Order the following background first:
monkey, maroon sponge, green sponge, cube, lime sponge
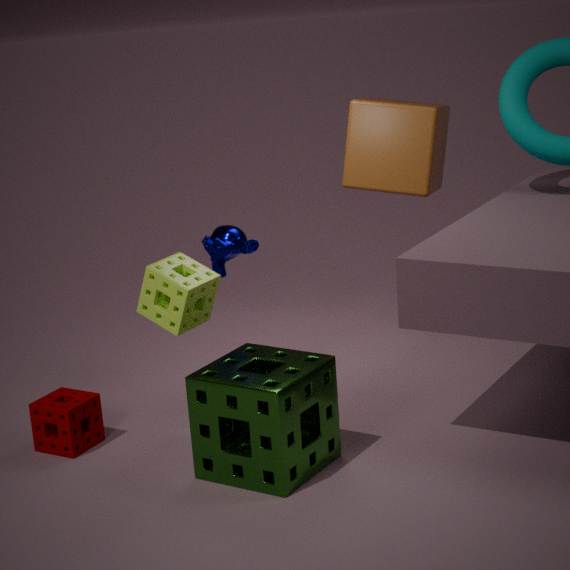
1. cube
2. monkey
3. maroon sponge
4. lime sponge
5. green sponge
